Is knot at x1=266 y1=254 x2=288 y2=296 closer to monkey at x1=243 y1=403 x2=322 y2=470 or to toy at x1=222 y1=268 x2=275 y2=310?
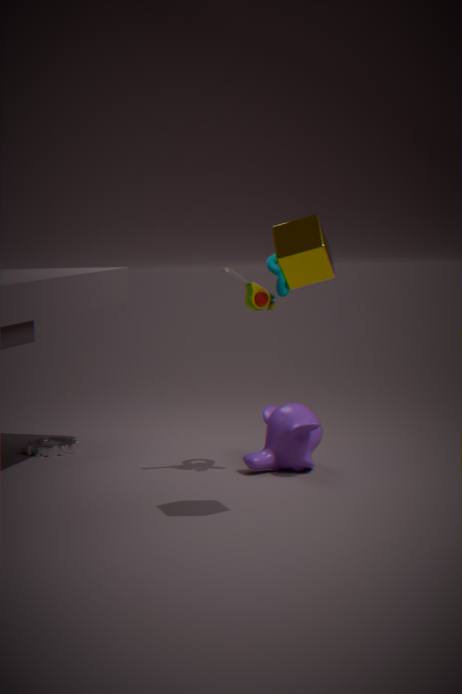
toy at x1=222 y1=268 x2=275 y2=310
